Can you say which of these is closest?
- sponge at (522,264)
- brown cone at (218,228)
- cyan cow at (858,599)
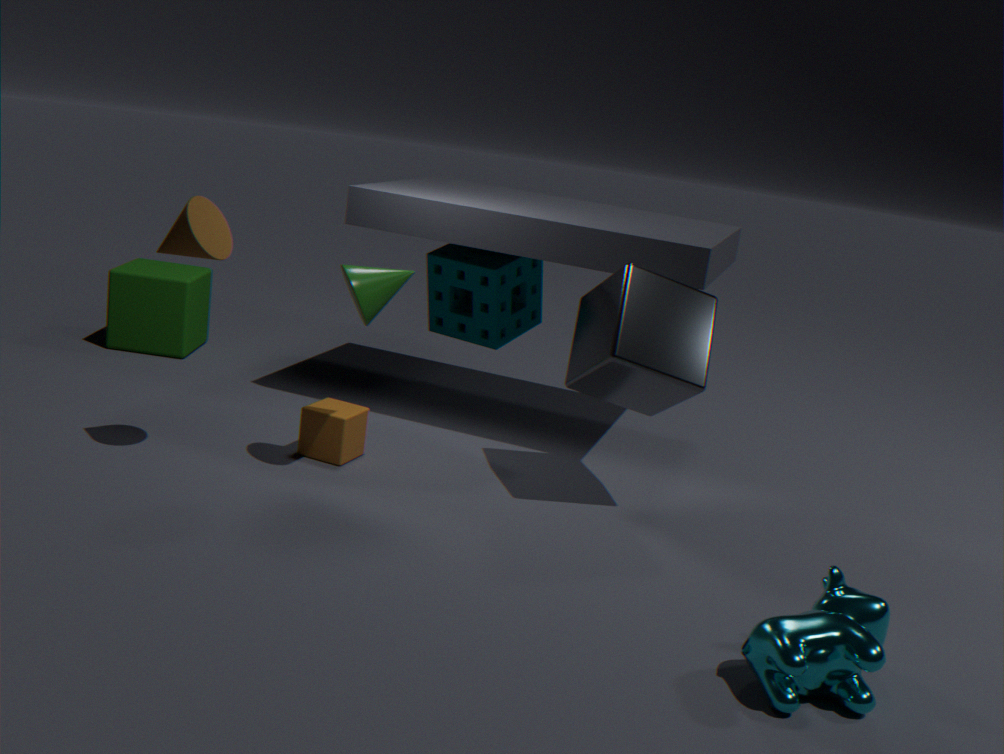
cyan cow at (858,599)
